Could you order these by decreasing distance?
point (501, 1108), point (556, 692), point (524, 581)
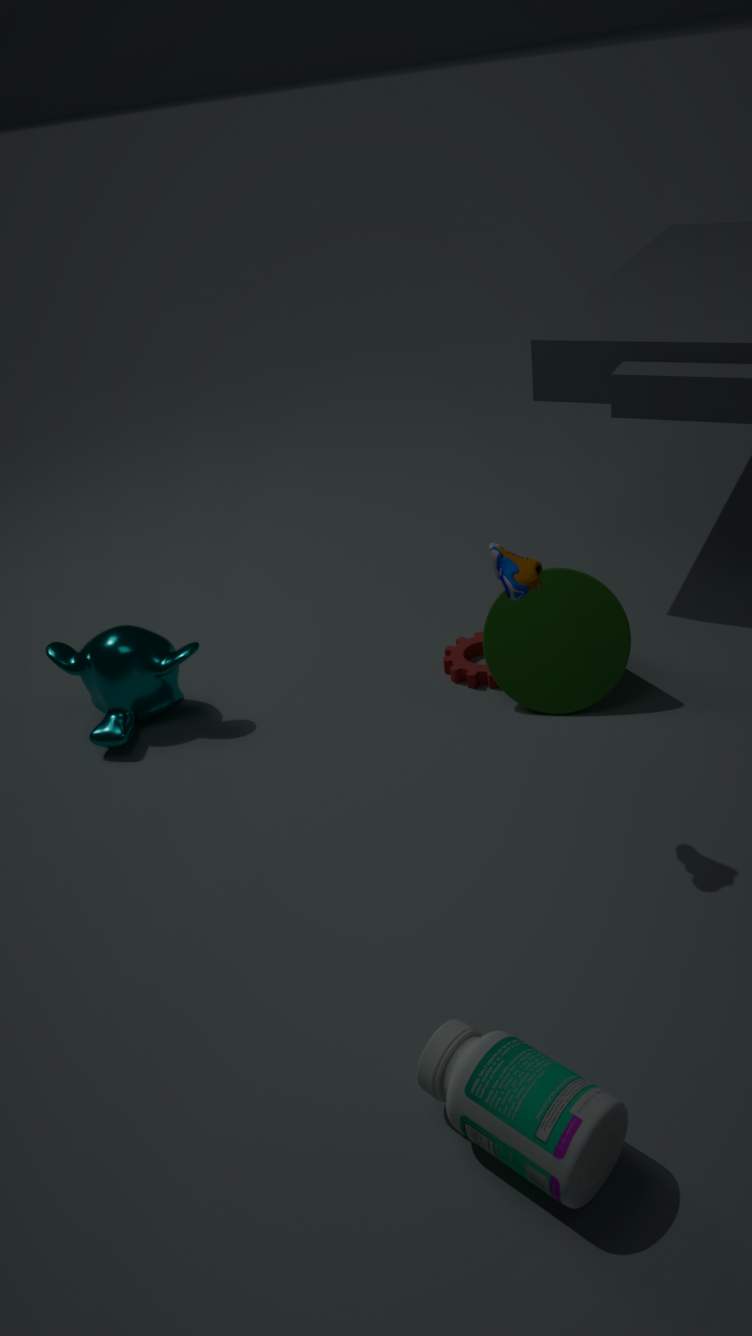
point (556, 692) → point (524, 581) → point (501, 1108)
